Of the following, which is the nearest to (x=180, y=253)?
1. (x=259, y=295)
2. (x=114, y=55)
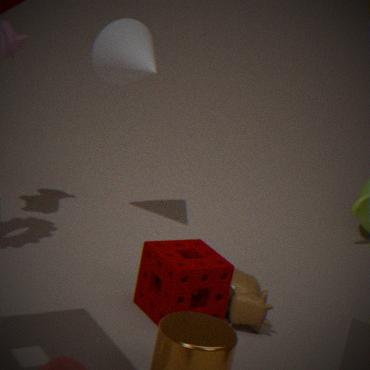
(x=259, y=295)
